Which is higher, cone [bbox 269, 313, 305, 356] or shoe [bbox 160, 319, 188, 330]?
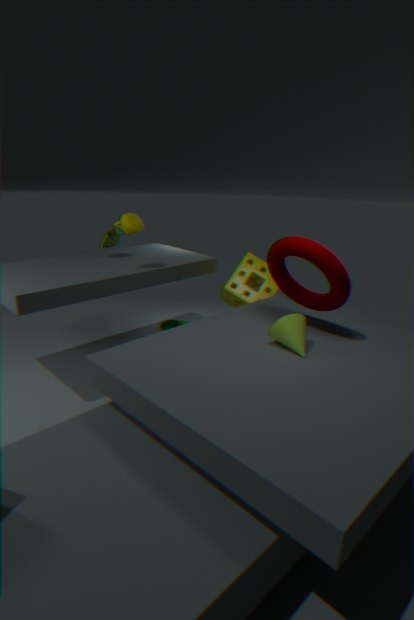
cone [bbox 269, 313, 305, 356]
